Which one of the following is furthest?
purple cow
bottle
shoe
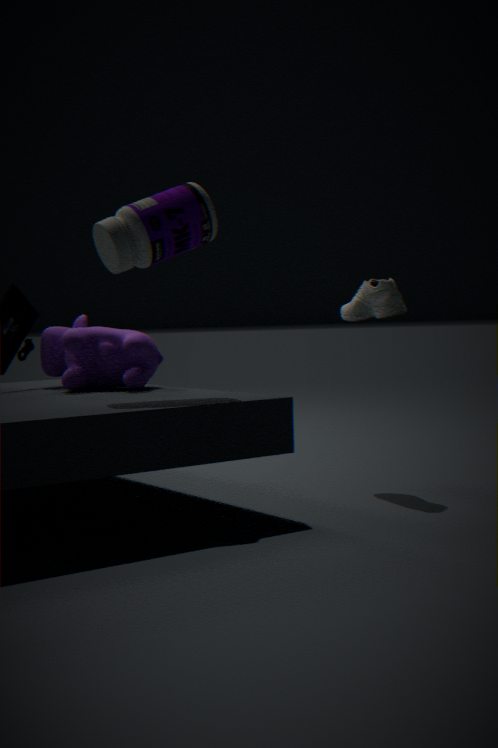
purple cow
